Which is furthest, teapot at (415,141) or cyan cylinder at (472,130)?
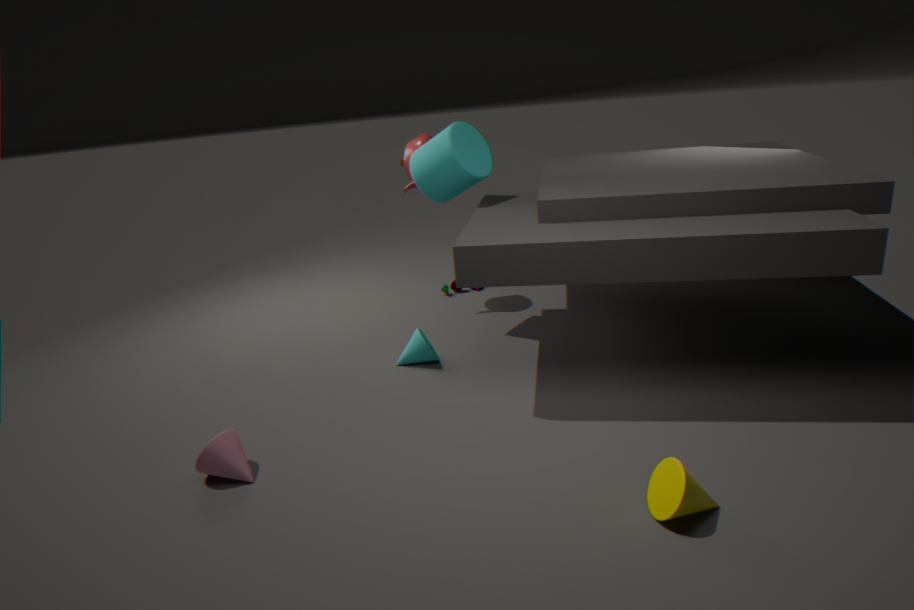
teapot at (415,141)
